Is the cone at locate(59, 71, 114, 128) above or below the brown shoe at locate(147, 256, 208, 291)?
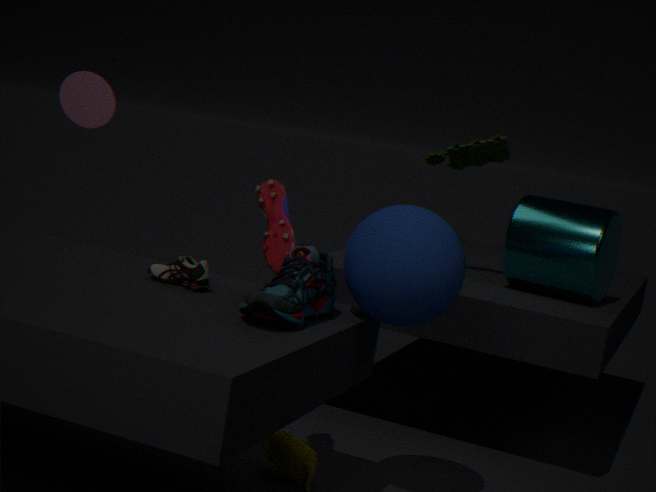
above
